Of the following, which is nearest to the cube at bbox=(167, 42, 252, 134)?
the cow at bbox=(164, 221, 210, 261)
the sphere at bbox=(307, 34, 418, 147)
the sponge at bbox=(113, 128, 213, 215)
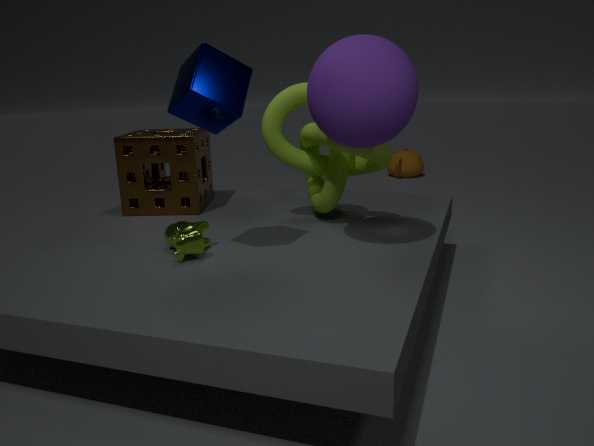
the sphere at bbox=(307, 34, 418, 147)
